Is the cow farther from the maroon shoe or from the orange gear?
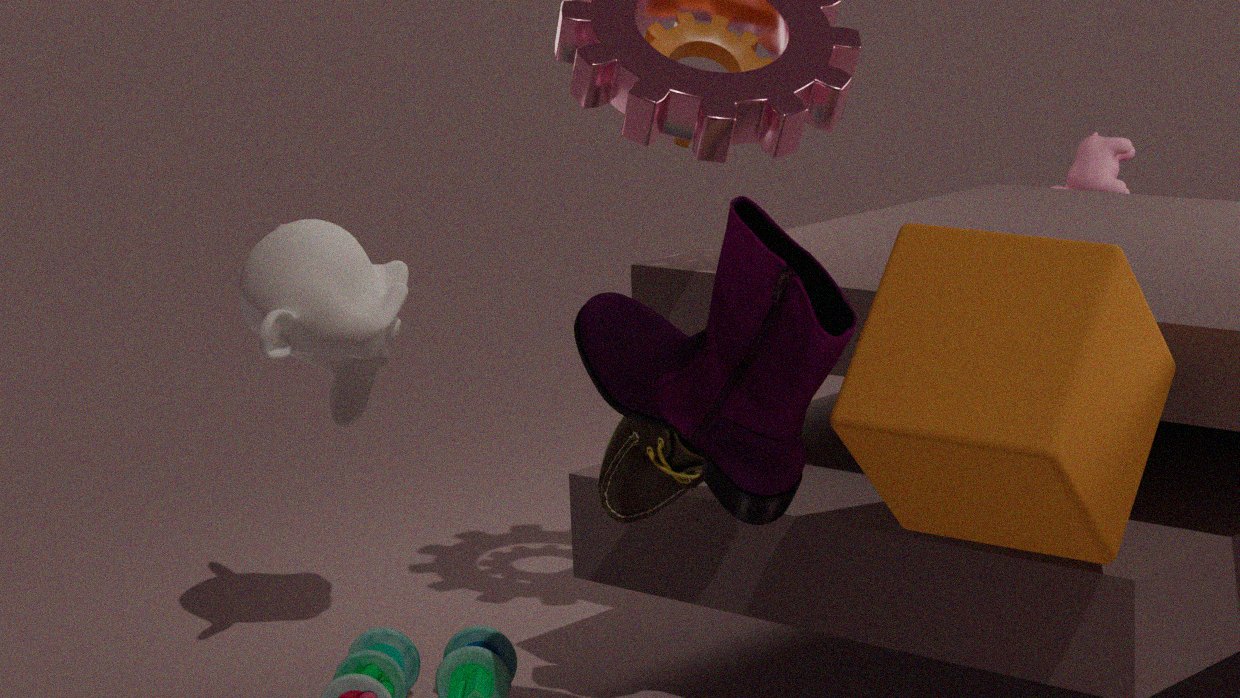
the maroon shoe
